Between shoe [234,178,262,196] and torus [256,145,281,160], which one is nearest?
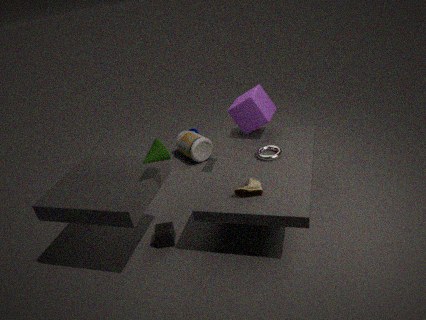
shoe [234,178,262,196]
